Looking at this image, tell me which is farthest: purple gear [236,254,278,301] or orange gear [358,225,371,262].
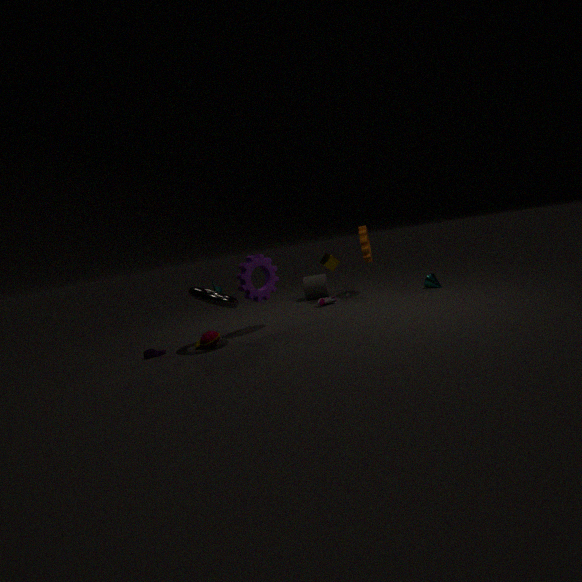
orange gear [358,225,371,262]
